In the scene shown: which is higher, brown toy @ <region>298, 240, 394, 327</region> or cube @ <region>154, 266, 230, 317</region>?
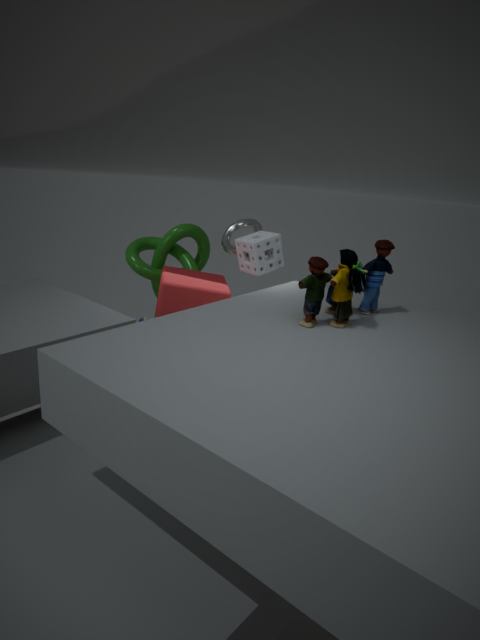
brown toy @ <region>298, 240, 394, 327</region>
